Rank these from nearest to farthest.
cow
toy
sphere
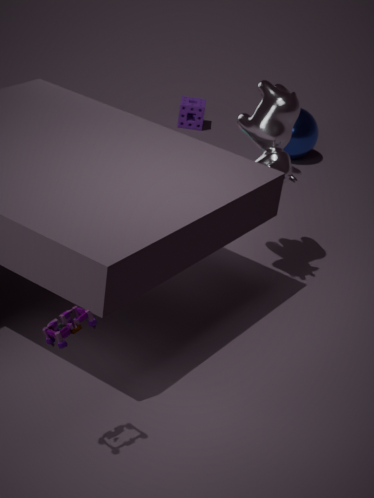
1. toy
2. cow
3. sphere
